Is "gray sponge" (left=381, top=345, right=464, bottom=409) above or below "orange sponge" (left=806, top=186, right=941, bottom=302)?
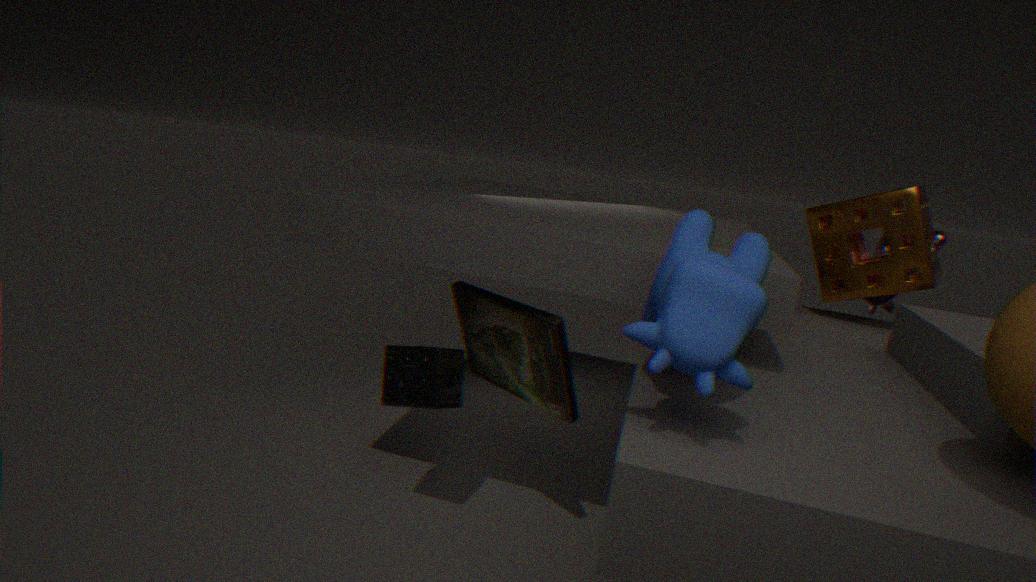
below
